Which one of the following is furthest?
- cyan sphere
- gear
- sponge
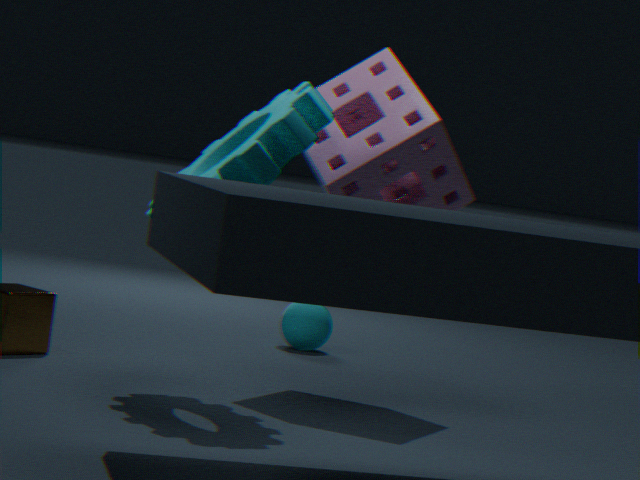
cyan sphere
